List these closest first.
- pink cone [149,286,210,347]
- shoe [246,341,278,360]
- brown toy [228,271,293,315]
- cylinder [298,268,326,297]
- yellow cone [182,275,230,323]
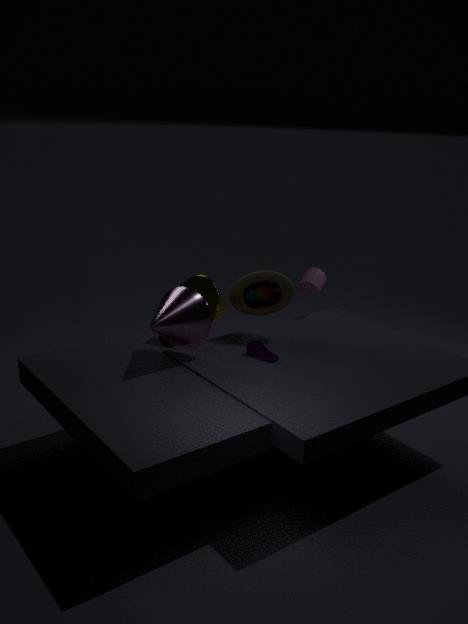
1. pink cone [149,286,210,347]
2. shoe [246,341,278,360]
3. brown toy [228,271,293,315]
4. yellow cone [182,275,230,323]
5. cylinder [298,268,326,297]
